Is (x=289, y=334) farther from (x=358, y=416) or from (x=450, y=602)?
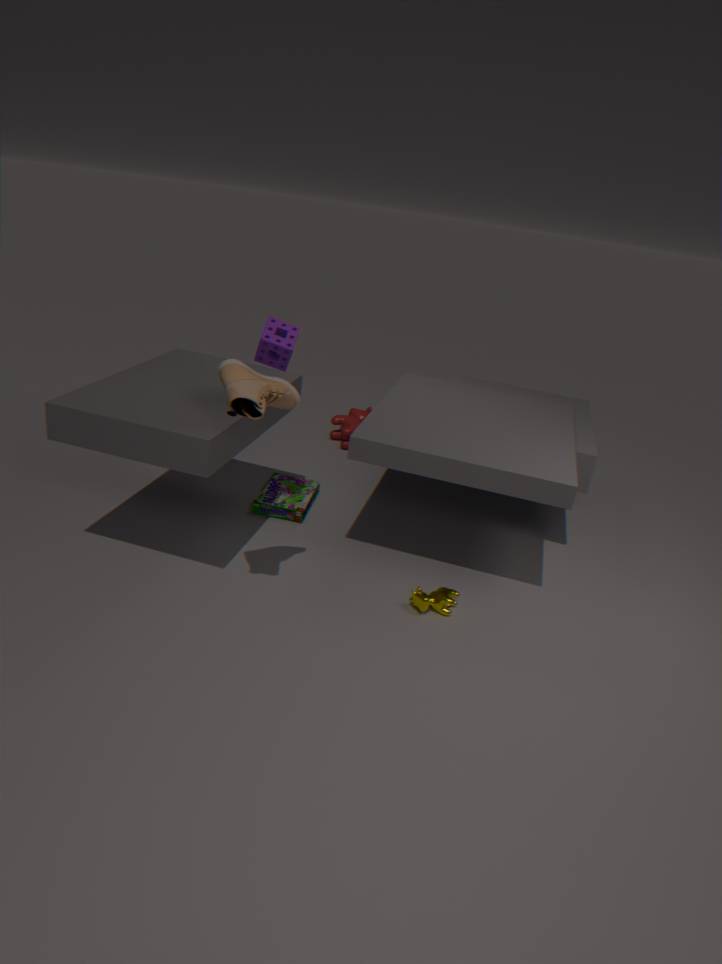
(x=358, y=416)
